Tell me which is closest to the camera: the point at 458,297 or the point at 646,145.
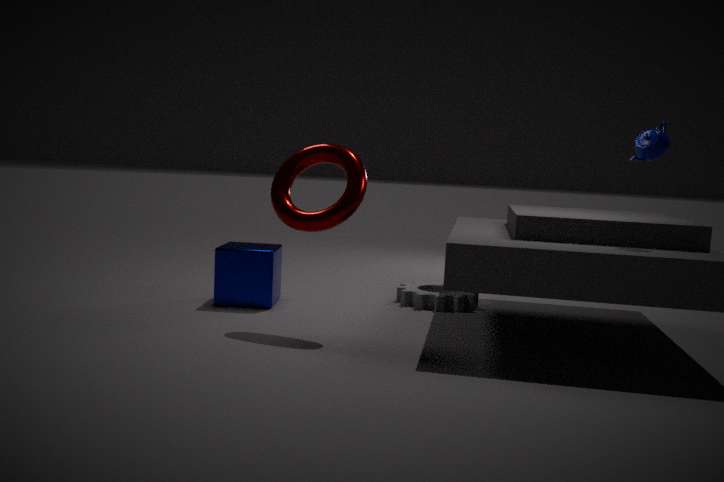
the point at 646,145
